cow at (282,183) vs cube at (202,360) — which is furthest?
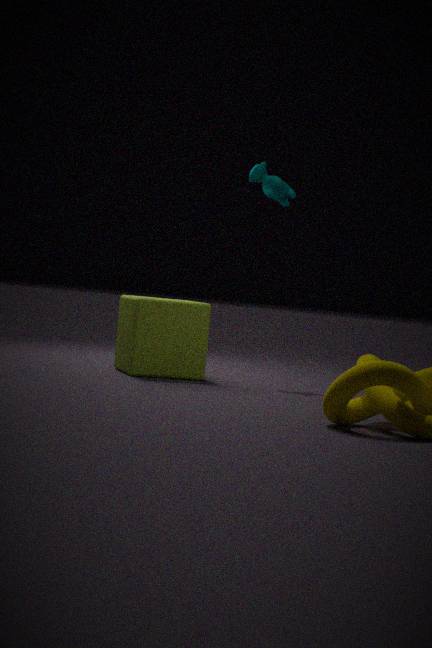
cow at (282,183)
